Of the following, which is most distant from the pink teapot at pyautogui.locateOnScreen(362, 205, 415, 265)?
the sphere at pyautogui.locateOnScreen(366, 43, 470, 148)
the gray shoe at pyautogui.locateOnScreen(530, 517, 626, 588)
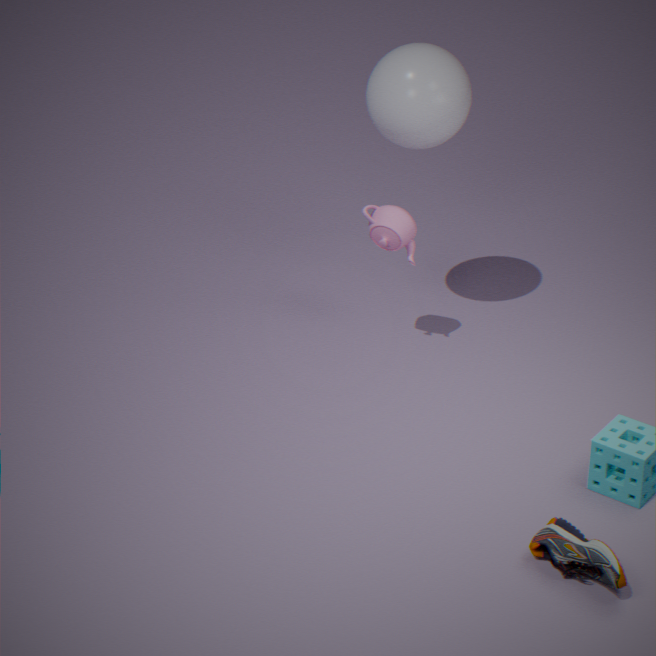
the gray shoe at pyautogui.locateOnScreen(530, 517, 626, 588)
